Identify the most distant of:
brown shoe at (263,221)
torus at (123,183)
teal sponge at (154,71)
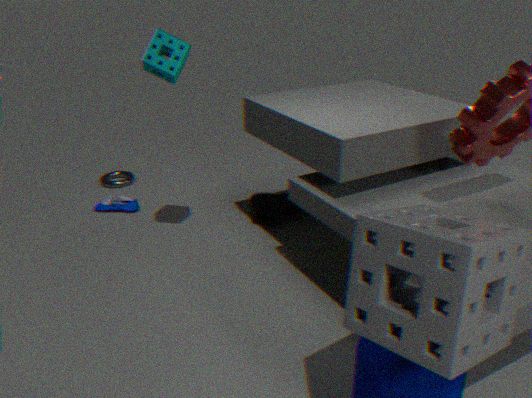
torus at (123,183)
